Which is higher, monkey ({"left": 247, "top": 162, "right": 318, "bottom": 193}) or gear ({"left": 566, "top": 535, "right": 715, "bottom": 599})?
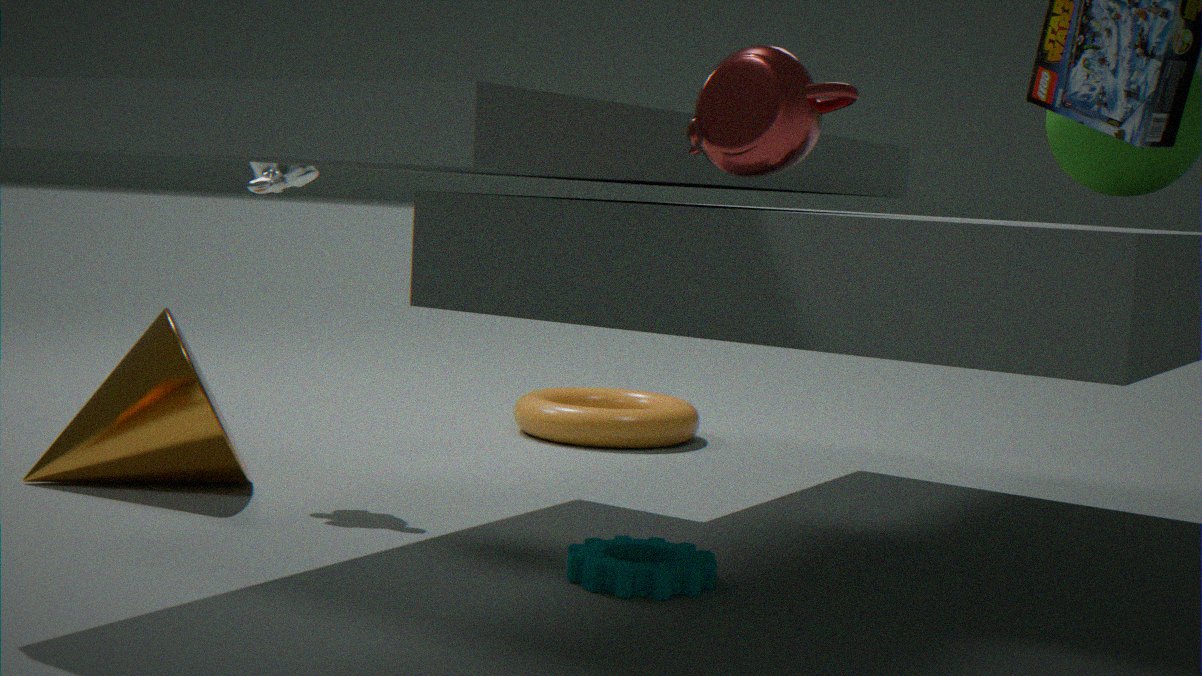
monkey ({"left": 247, "top": 162, "right": 318, "bottom": 193})
